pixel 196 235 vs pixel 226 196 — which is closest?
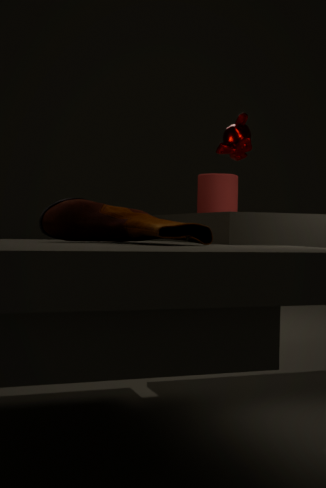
pixel 196 235
